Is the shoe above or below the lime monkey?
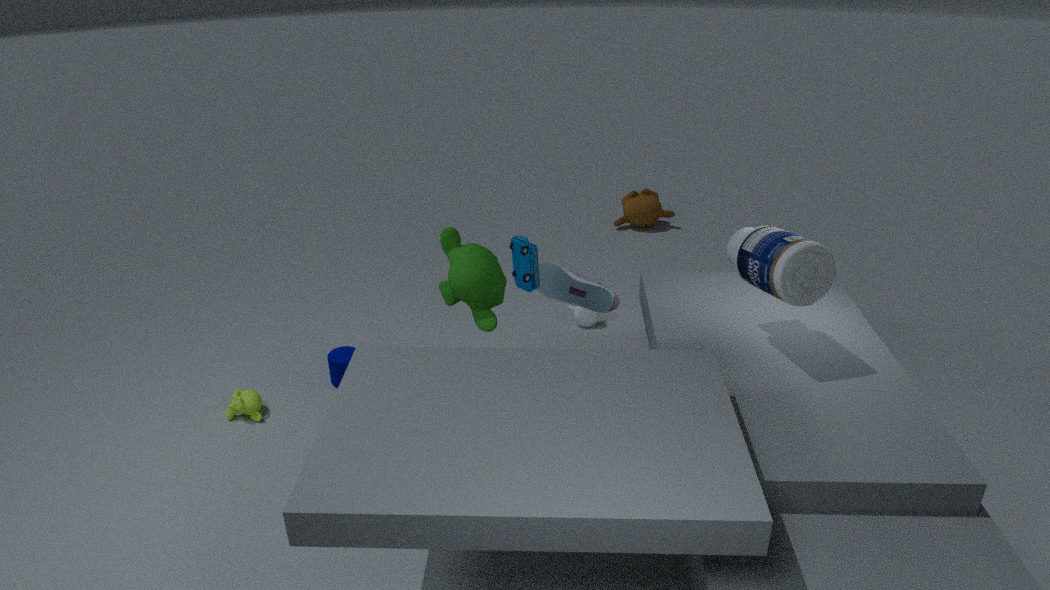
above
